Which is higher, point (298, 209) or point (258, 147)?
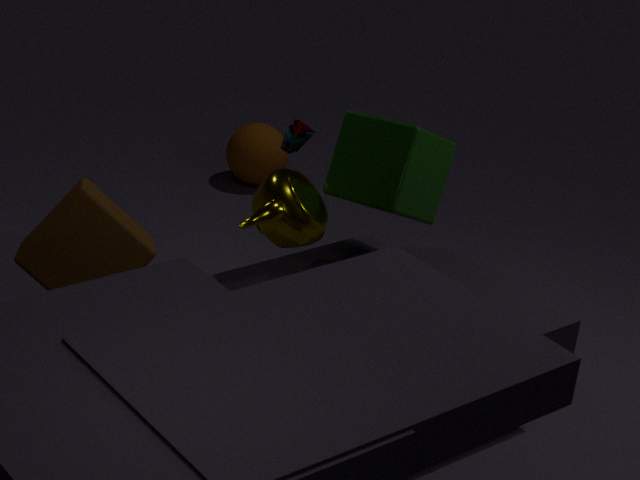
point (298, 209)
